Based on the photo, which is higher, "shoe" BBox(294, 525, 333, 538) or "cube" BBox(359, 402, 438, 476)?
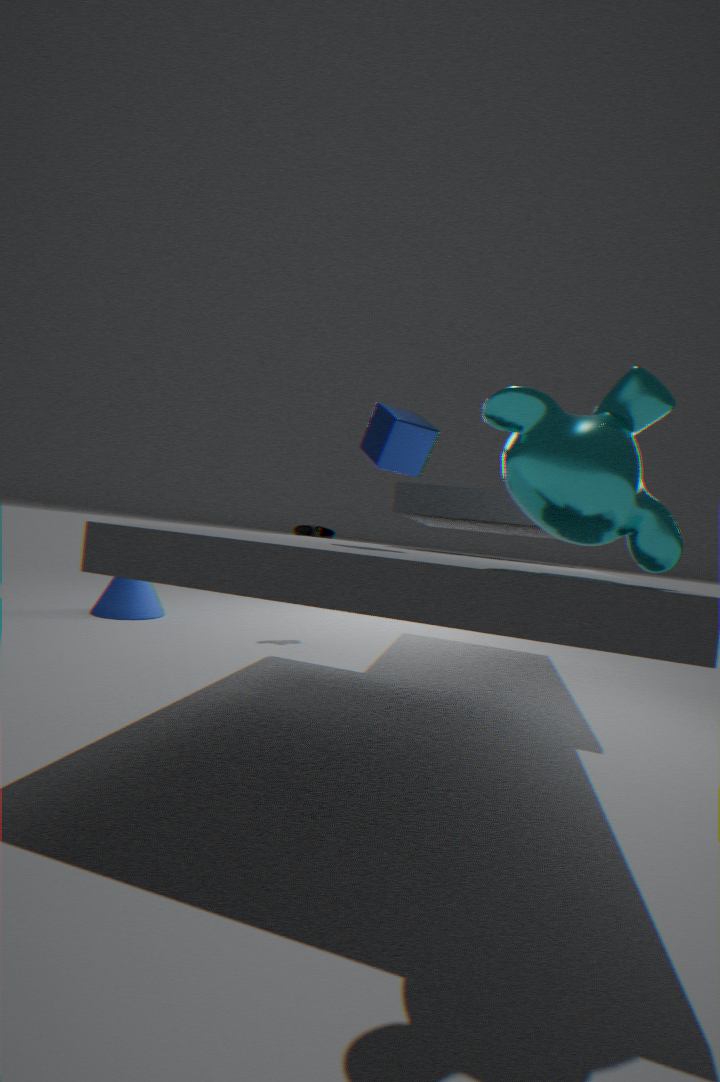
"cube" BBox(359, 402, 438, 476)
